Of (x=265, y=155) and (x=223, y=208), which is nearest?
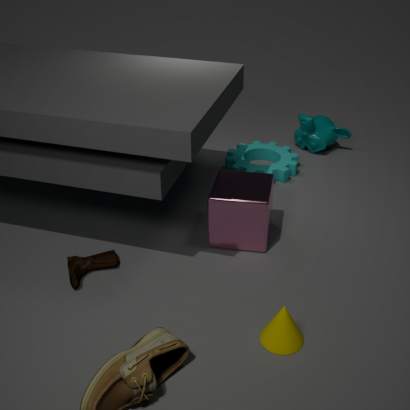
(x=223, y=208)
